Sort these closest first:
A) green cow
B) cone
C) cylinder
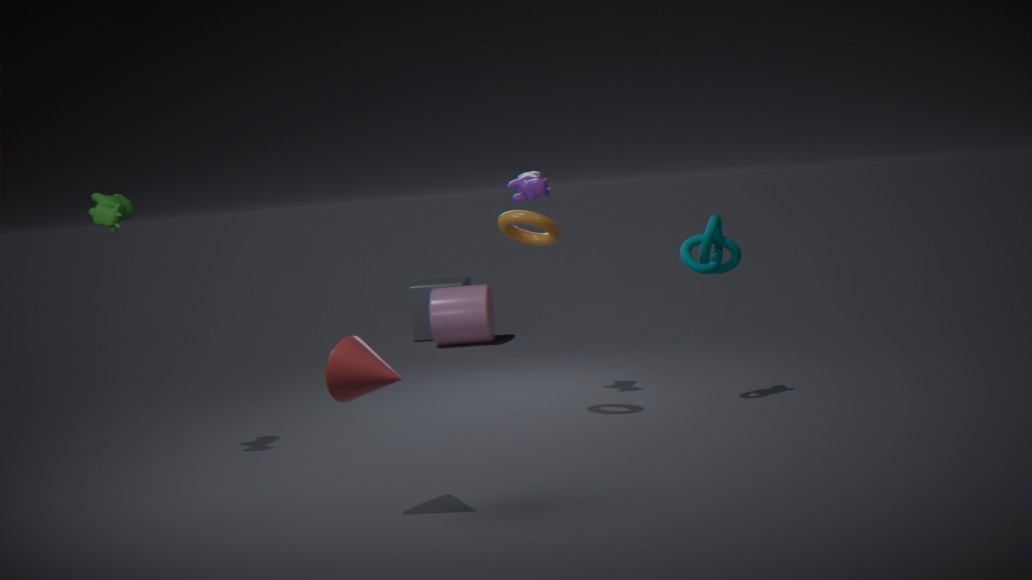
cone < green cow < cylinder
